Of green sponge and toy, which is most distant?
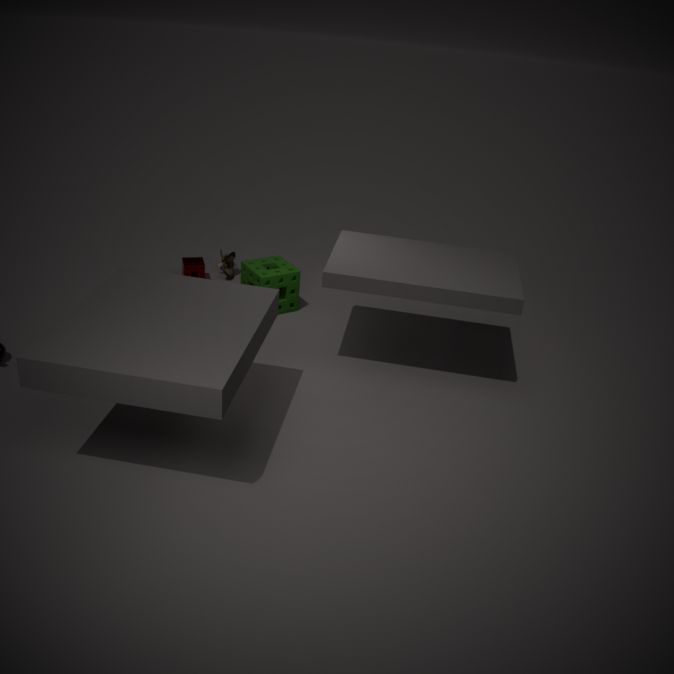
toy
